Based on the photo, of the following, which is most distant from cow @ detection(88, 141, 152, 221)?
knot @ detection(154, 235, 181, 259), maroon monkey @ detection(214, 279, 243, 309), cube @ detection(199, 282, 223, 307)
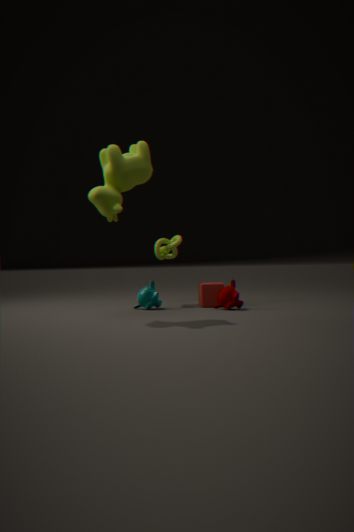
maroon monkey @ detection(214, 279, 243, 309)
